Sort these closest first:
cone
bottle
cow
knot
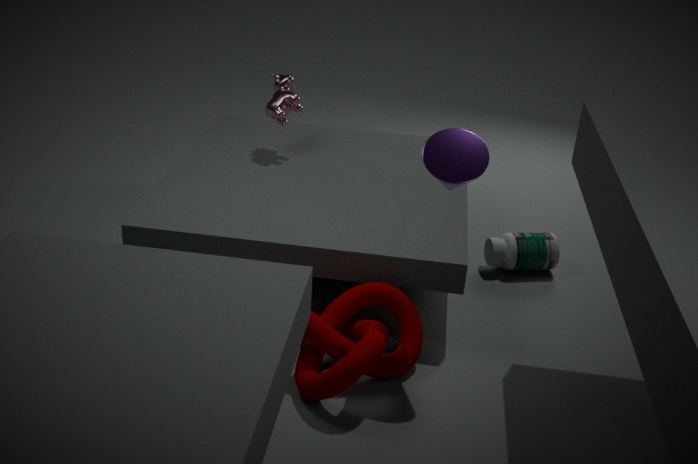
1. knot
2. cone
3. bottle
4. cow
